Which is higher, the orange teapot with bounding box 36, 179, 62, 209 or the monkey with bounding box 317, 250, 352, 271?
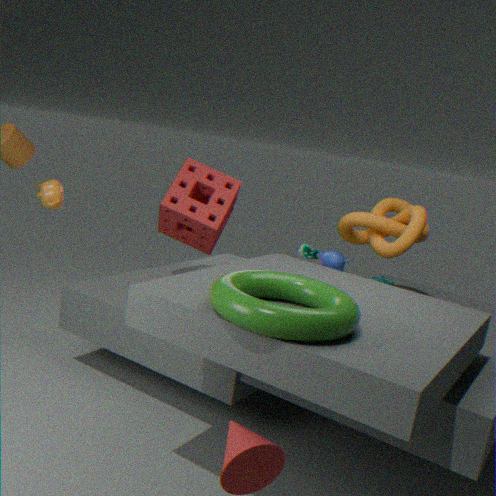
the orange teapot with bounding box 36, 179, 62, 209
